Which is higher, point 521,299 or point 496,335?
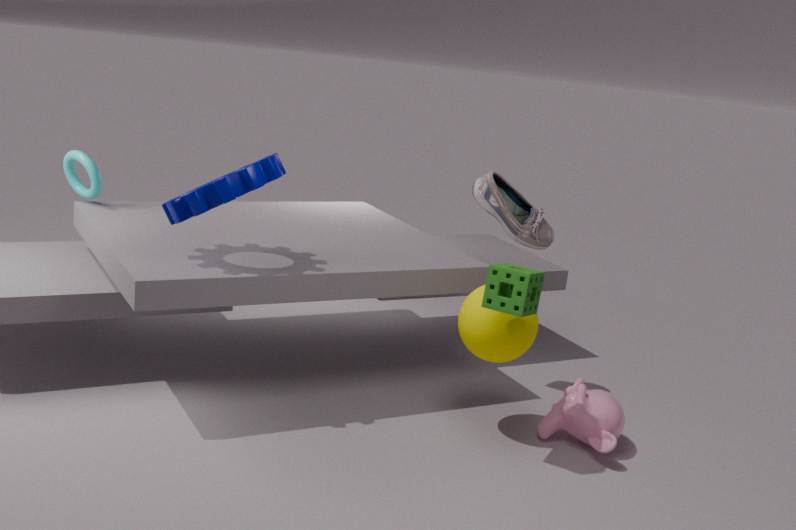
point 521,299
